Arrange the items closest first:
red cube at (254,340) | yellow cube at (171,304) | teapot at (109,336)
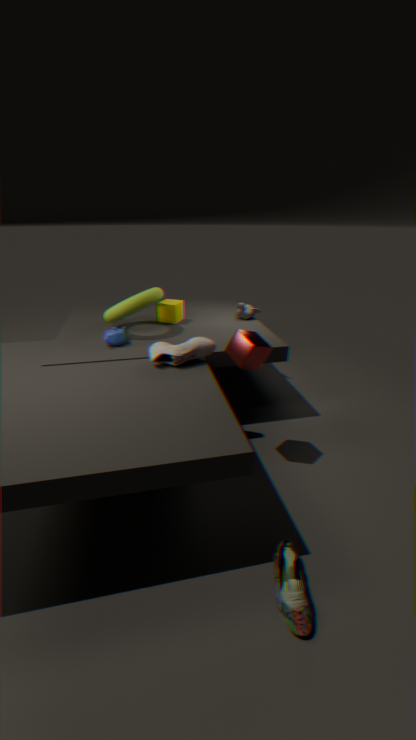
1. red cube at (254,340)
2. teapot at (109,336)
3. yellow cube at (171,304)
